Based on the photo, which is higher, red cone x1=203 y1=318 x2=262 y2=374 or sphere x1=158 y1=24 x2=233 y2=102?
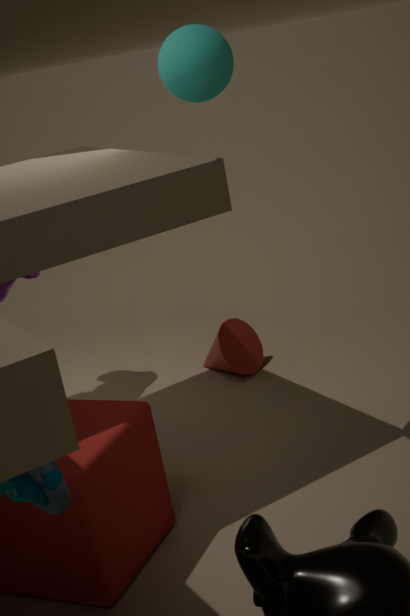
sphere x1=158 y1=24 x2=233 y2=102
